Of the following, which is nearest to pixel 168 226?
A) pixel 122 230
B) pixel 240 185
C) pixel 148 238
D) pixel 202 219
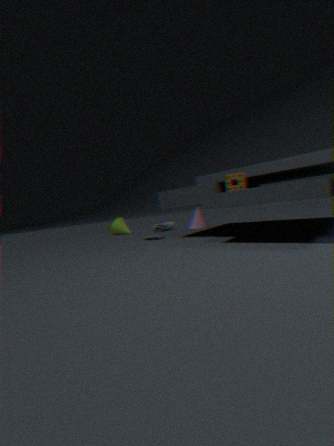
pixel 202 219
